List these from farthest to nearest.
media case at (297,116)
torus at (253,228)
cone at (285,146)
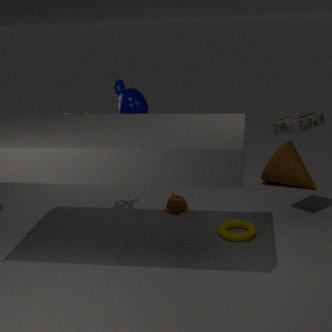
cone at (285,146), torus at (253,228), media case at (297,116)
